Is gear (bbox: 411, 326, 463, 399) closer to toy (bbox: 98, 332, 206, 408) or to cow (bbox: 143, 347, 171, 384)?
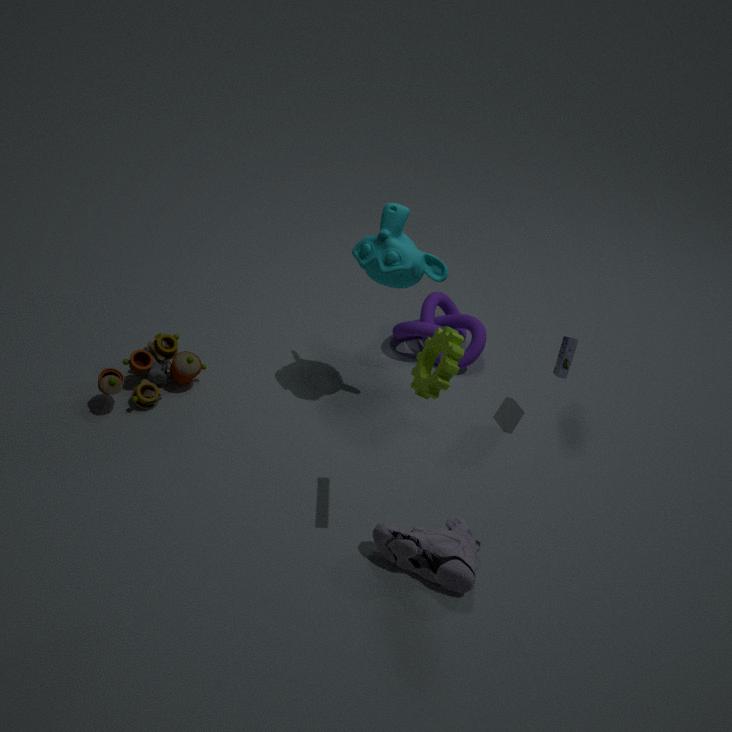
toy (bbox: 98, 332, 206, 408)
